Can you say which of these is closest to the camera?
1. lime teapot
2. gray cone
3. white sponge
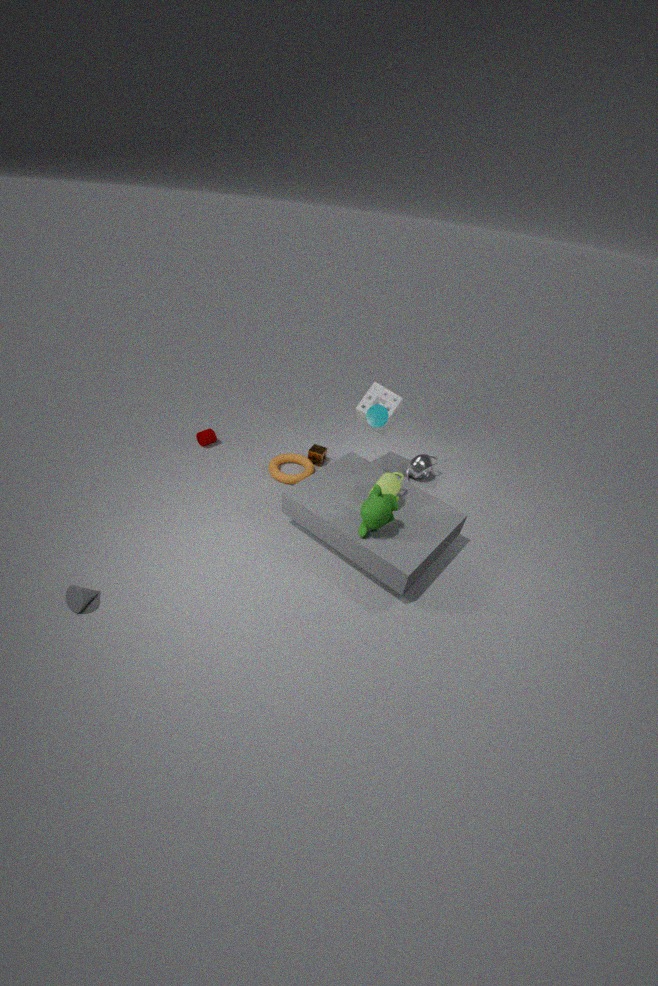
gray cone
